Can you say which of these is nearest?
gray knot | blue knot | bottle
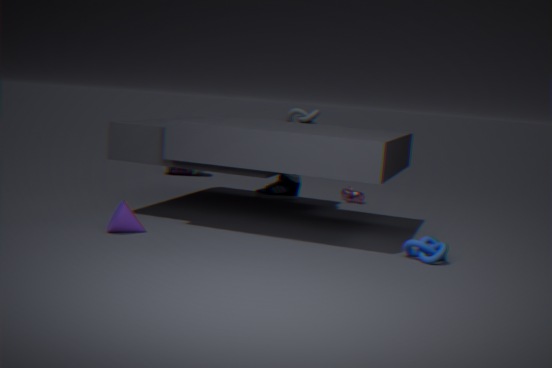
blue knot
